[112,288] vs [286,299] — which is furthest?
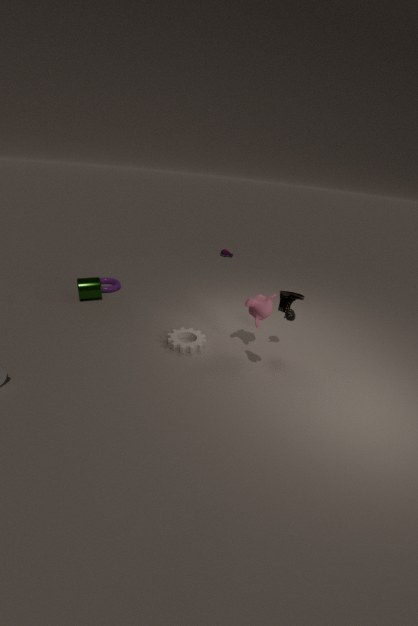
[112,288]
